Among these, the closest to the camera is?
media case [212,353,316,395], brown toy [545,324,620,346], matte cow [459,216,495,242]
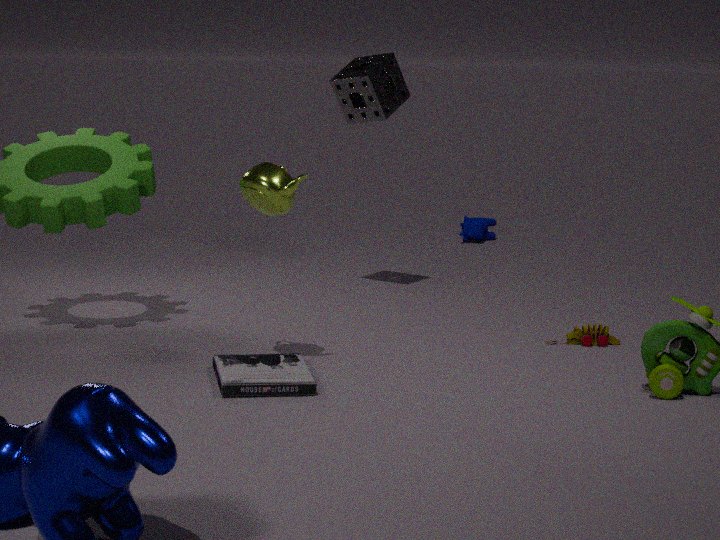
media case [212,353,316,395]
